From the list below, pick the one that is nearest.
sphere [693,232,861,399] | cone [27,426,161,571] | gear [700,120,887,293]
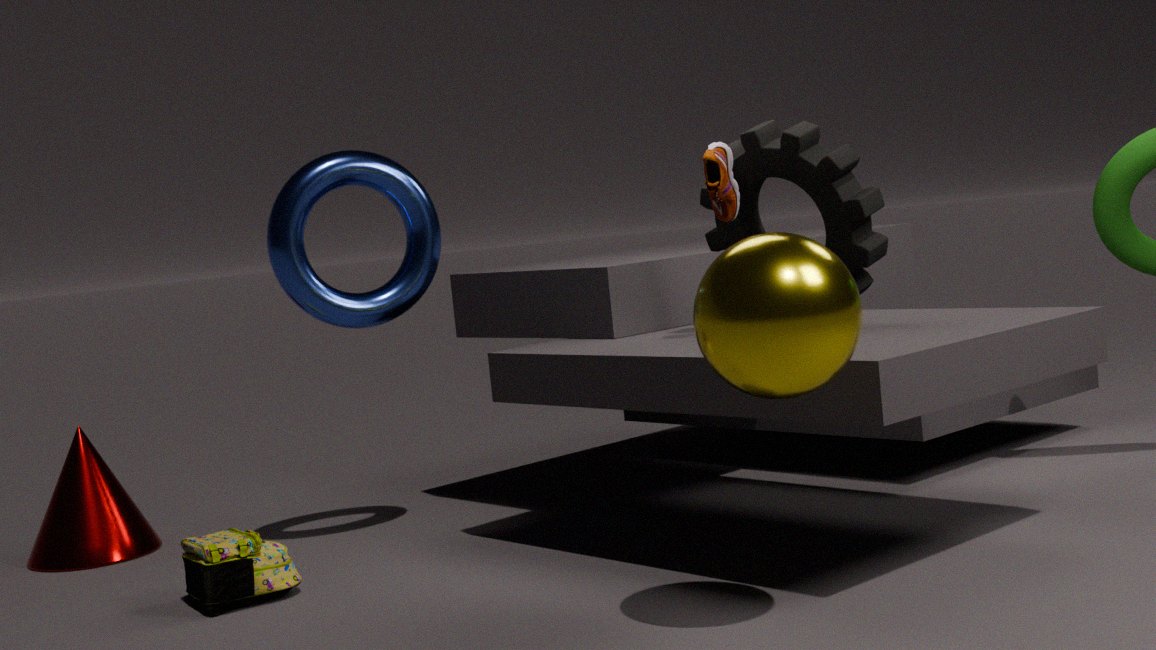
sphere [693,232,861,399]
